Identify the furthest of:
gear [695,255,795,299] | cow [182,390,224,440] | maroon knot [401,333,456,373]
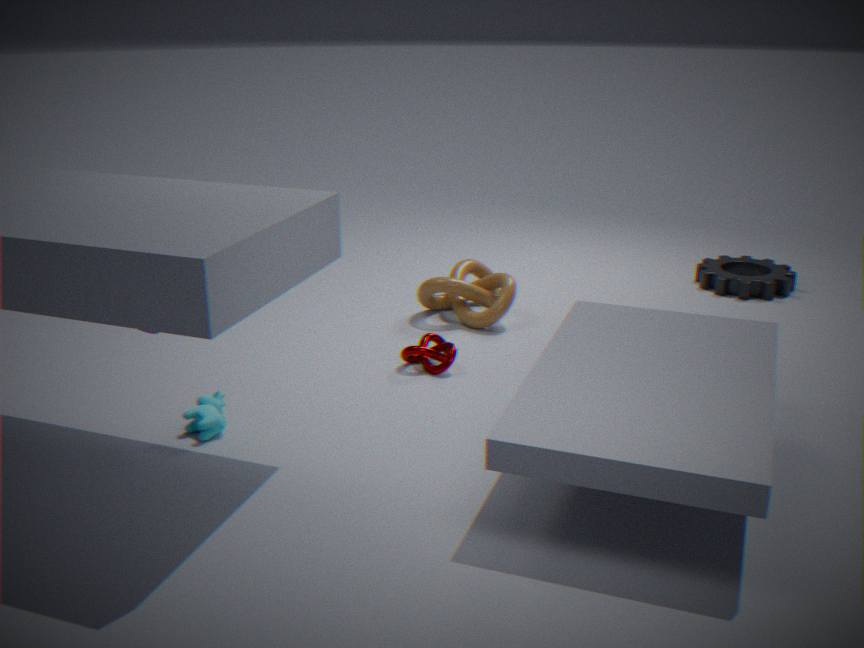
gear [695,255,795,299]
